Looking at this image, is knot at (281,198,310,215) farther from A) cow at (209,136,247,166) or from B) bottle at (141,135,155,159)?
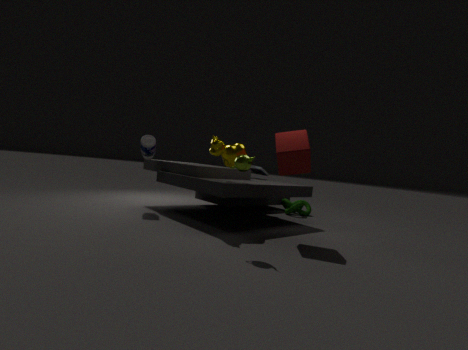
B) bottle at (141,135,155,159)
